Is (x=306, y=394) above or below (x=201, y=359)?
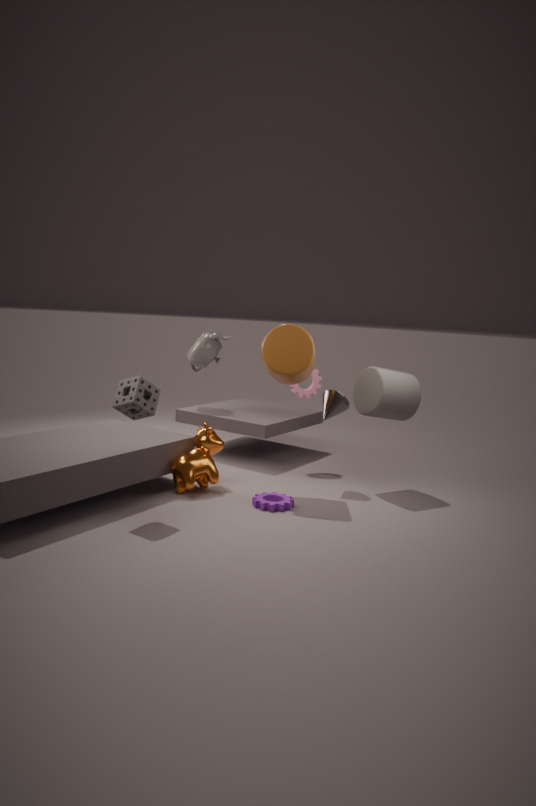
below
